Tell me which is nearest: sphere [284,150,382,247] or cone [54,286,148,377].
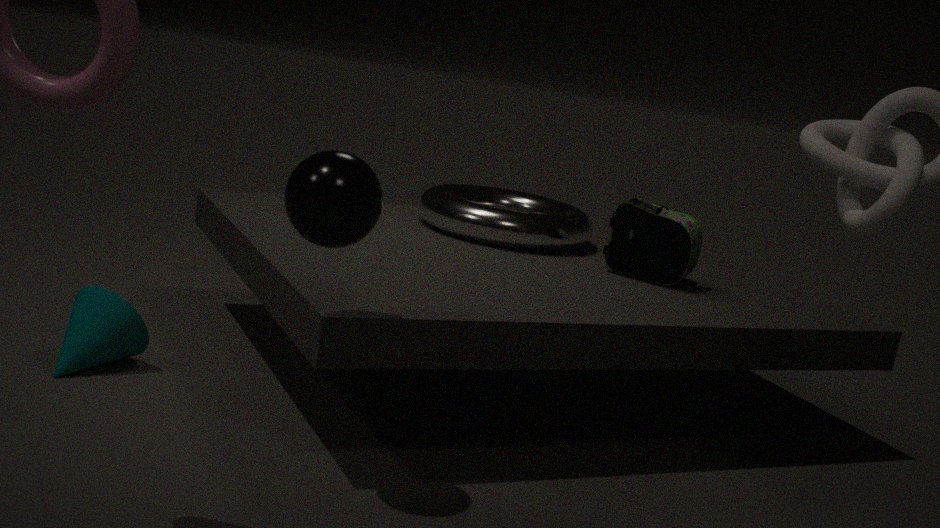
sphere [284,150,382,247]
